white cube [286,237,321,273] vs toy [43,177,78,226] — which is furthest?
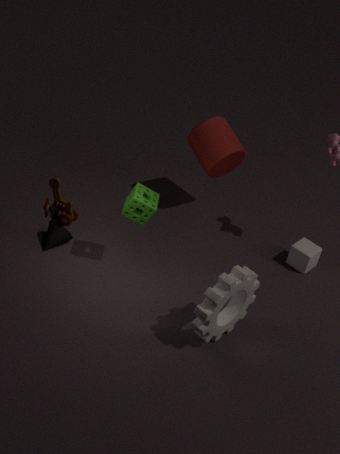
white cube [286,237,321,273]
